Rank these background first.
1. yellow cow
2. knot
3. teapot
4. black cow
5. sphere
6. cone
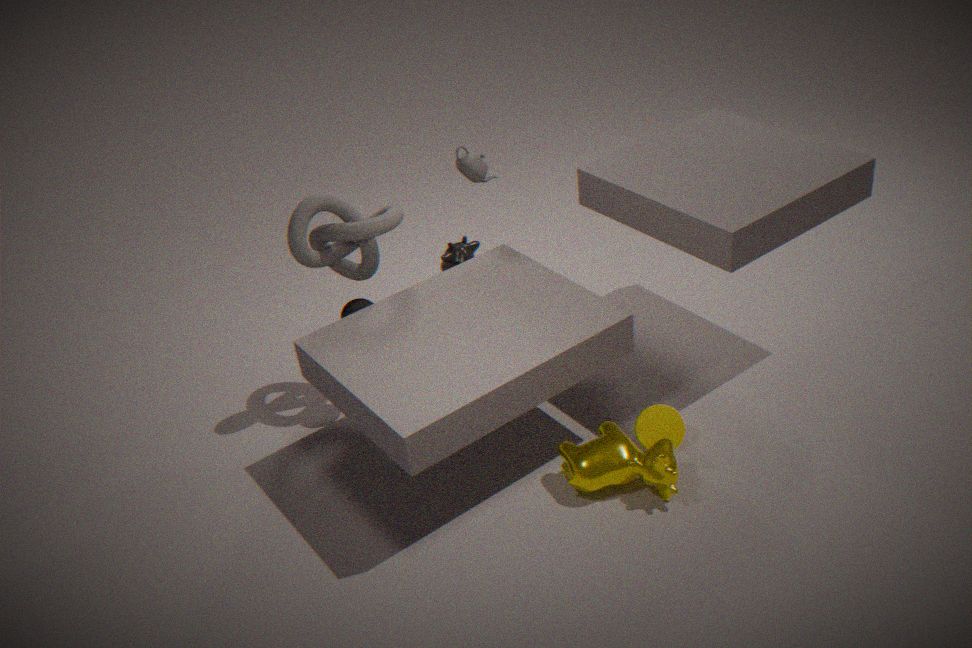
black cow, teapot, sphere, knot, cone, yellow cow
